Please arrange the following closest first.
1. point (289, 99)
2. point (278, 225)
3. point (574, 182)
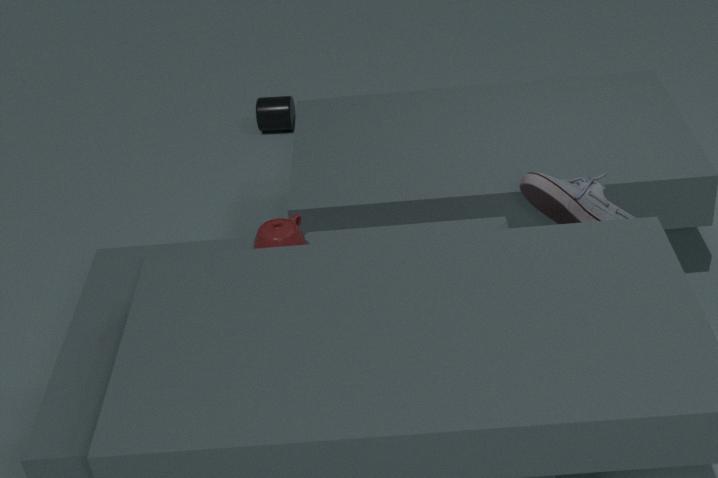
point (278, 225)
point (574, 182)
point (289, 99)
